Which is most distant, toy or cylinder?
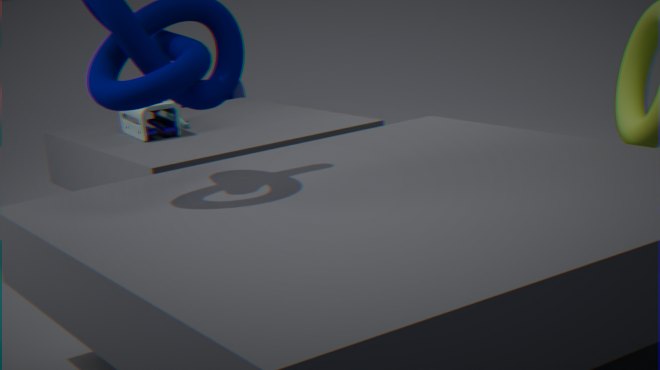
cylinder
